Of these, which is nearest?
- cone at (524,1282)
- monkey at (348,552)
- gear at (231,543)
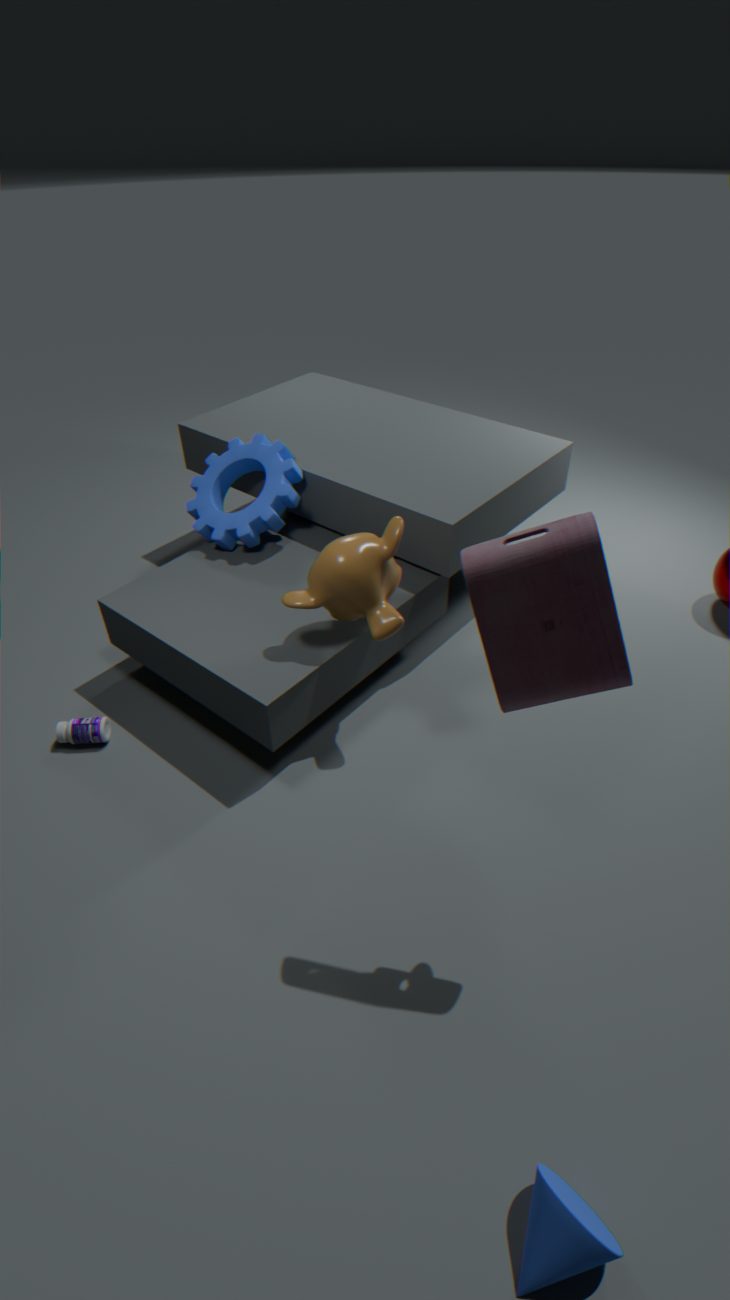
cone at (524,1282)
